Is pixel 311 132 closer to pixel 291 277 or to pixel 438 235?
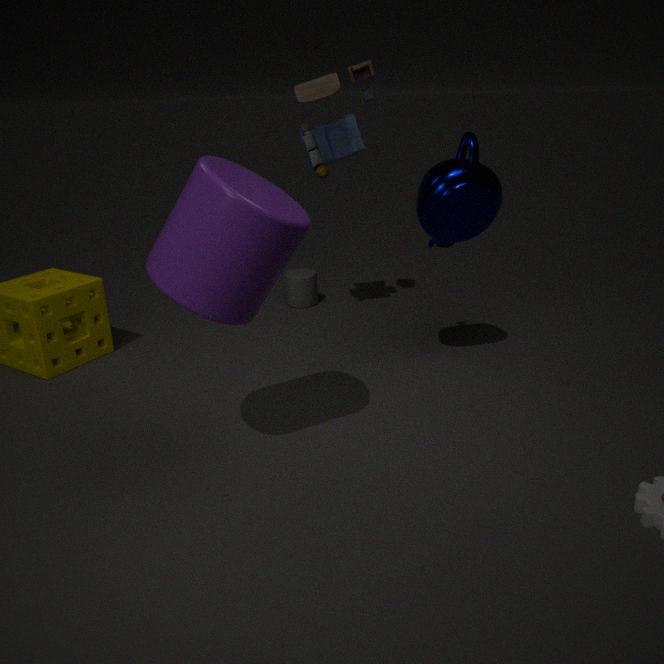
pixel 438 235
